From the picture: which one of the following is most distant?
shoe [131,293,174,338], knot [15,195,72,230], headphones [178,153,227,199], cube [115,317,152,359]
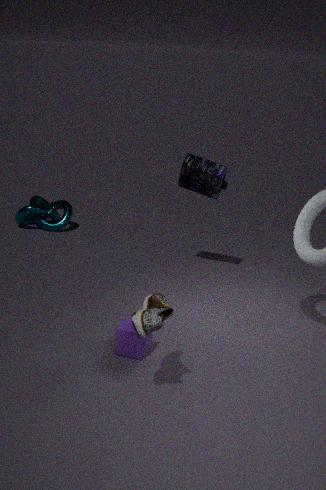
knot [15,195,72,230]
